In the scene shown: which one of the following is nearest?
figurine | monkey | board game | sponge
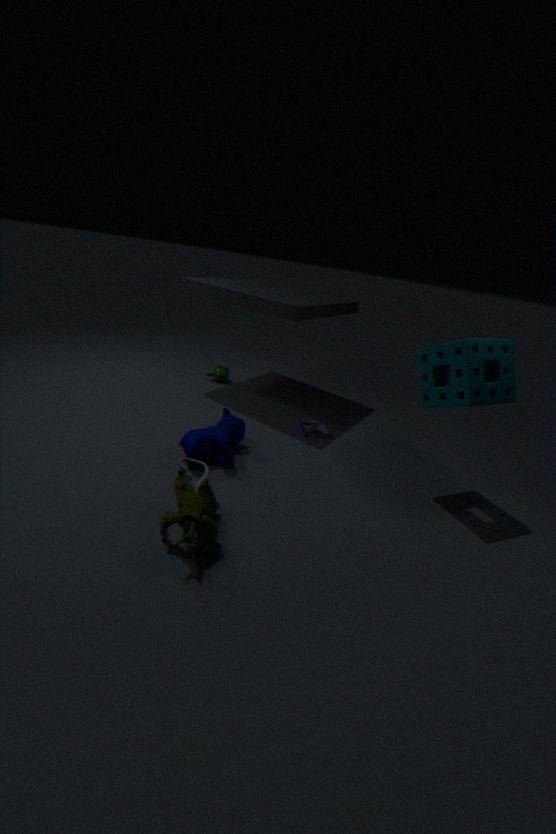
figurine
